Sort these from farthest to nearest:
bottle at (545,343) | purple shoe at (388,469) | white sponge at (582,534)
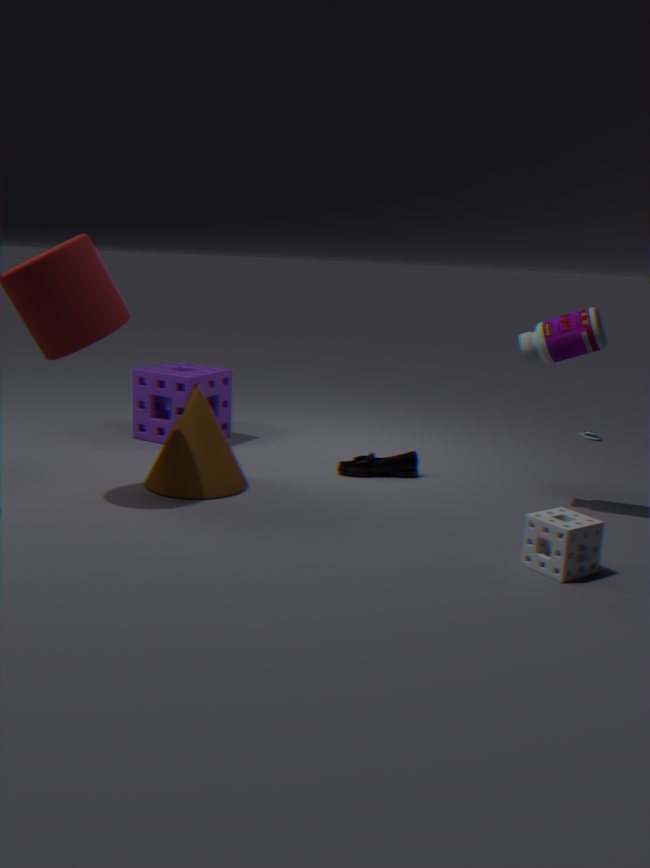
purple shoe at (388,469), bottle at (545,343), white sponge at (582,534)
